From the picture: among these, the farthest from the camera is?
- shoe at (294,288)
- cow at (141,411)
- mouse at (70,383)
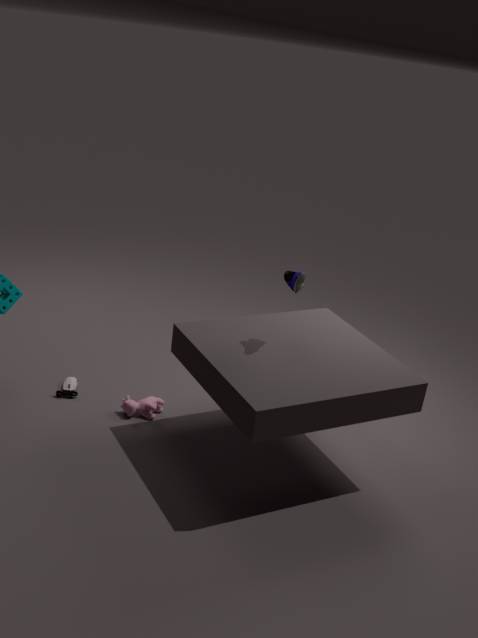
mouse at (70,383)
